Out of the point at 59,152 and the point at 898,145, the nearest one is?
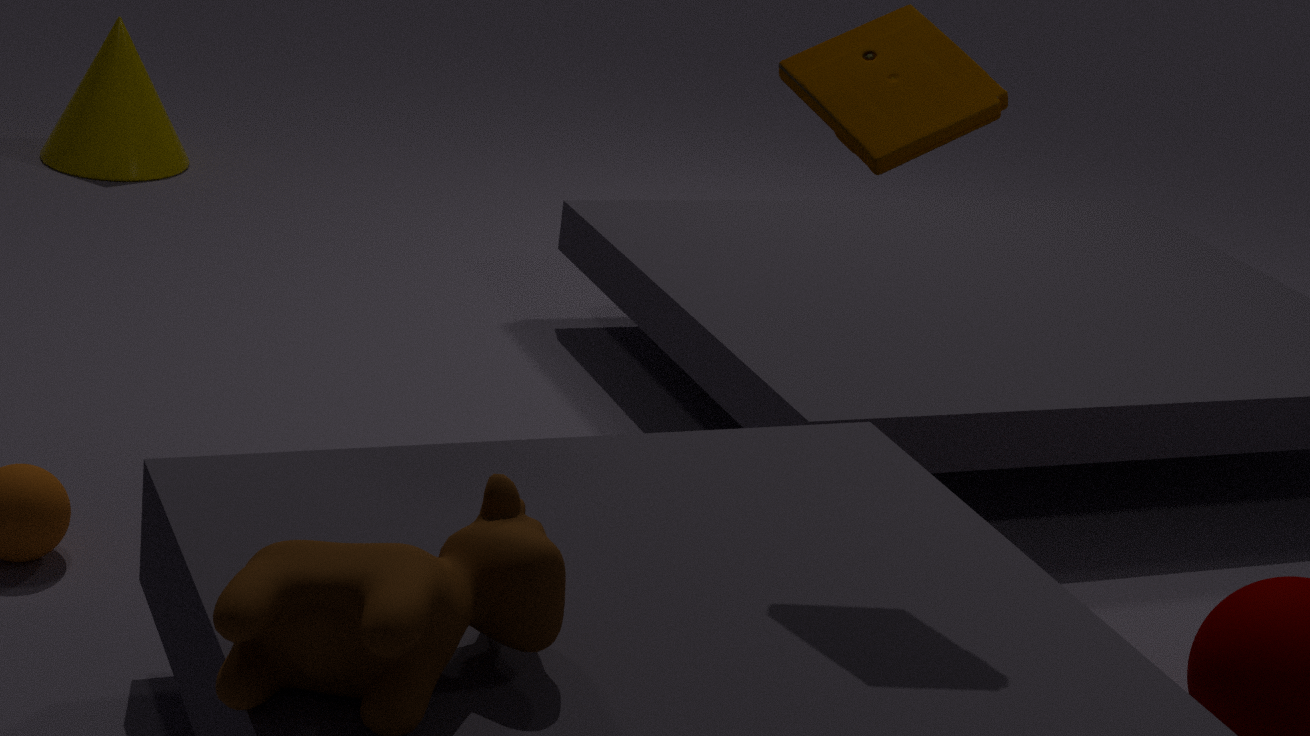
the point at 898,145
